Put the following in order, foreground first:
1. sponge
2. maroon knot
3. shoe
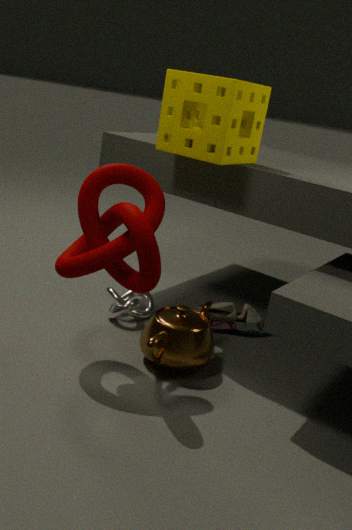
1. maroon knot
2. sponge
3. shoe
